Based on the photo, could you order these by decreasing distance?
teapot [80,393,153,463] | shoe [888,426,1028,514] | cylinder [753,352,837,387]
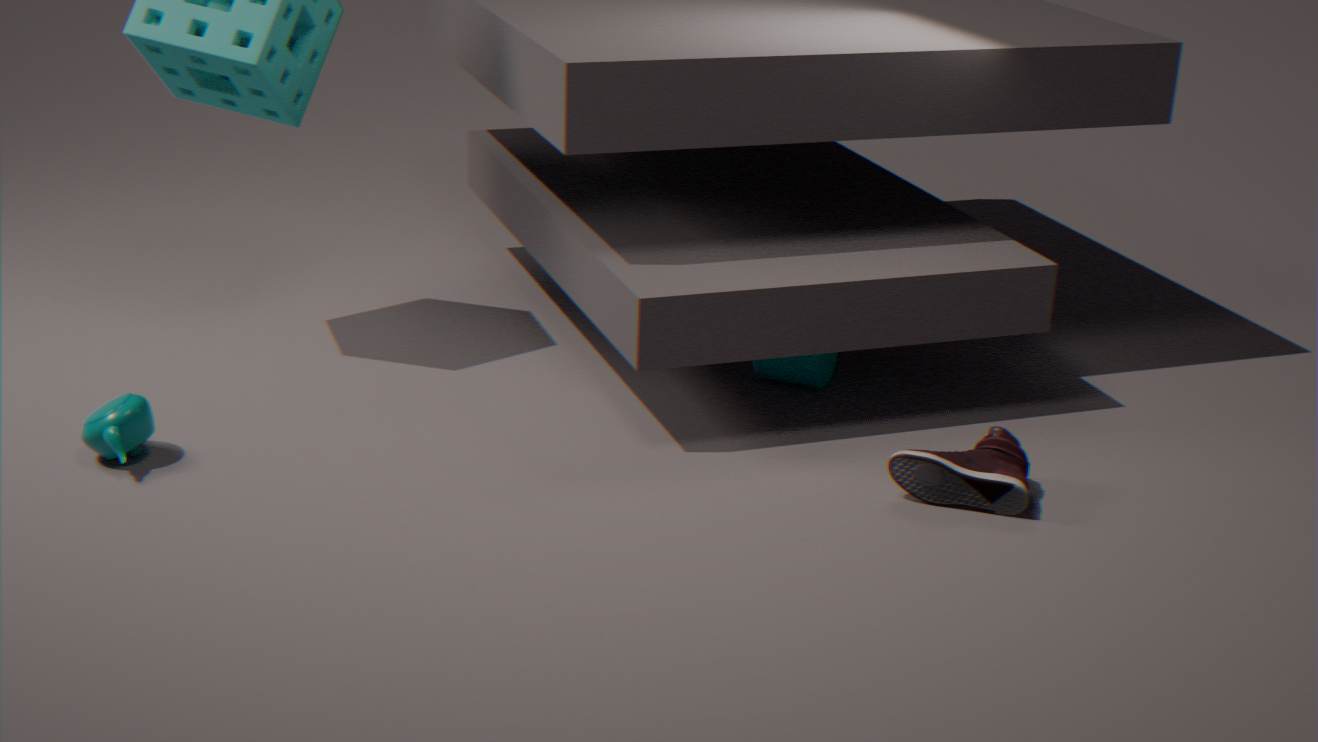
cylinder [753,352,837,387] < teapot [80,393,153,463] < shoe [888,426,1028,514]
